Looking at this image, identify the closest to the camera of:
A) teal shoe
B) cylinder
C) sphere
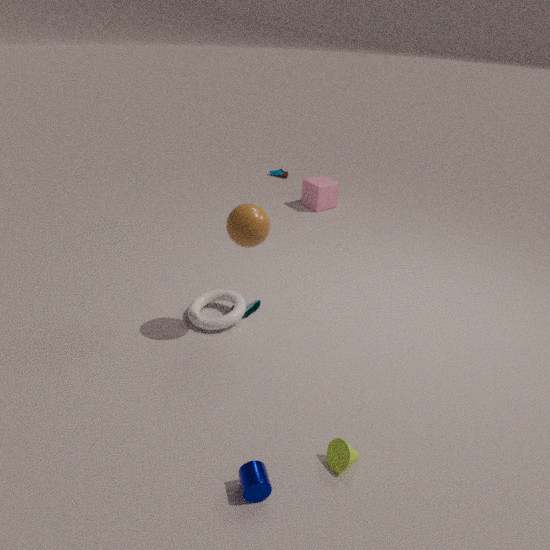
cylinder
